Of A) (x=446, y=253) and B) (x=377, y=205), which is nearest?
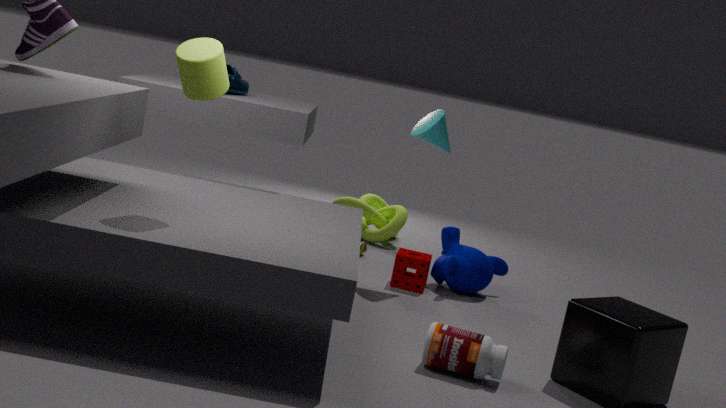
A. (x=446, y=253)
